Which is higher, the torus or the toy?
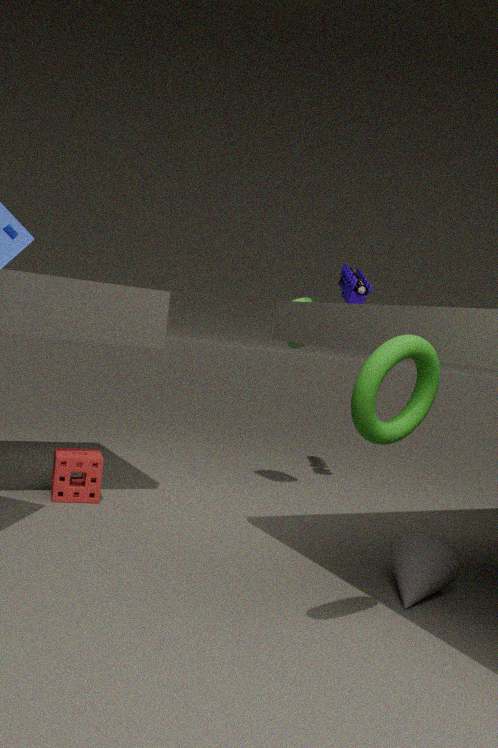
the toy
